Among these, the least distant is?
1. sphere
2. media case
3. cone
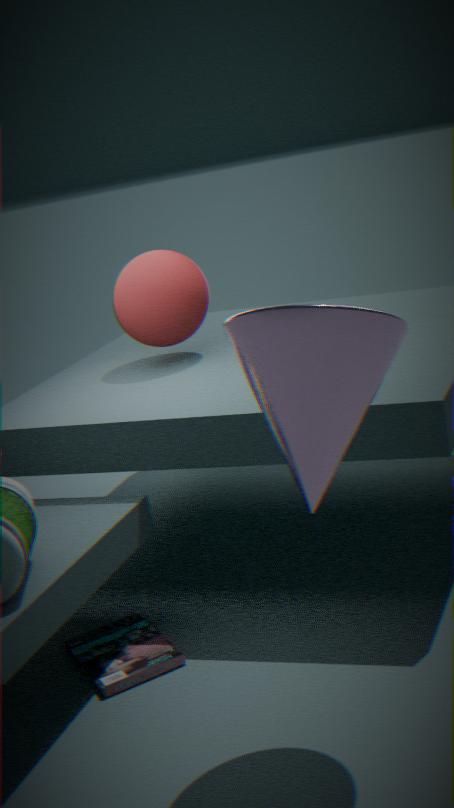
cone
